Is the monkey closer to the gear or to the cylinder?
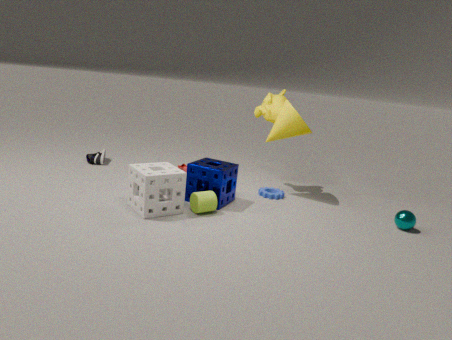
the gear
